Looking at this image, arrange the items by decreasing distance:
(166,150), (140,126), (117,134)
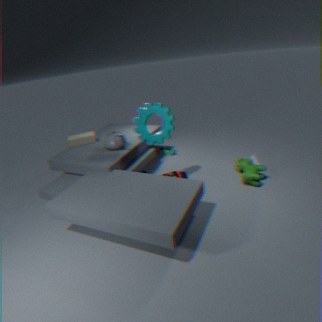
(166,150) < (117,134) < (140,126)
